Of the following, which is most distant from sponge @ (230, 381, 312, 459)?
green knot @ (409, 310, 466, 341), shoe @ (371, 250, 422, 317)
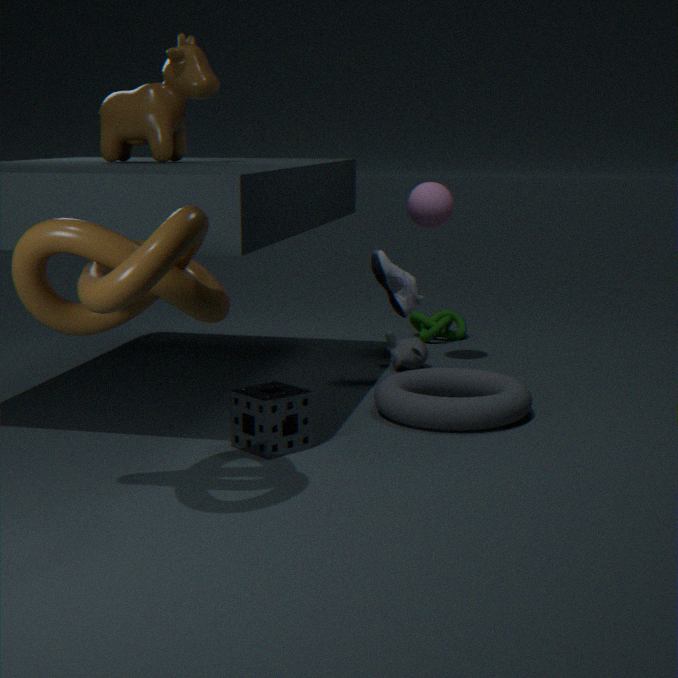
green knot @ (409, 310, 466, 341)
